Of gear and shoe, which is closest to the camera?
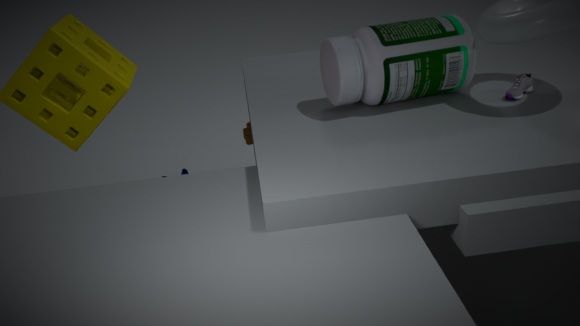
shoe
